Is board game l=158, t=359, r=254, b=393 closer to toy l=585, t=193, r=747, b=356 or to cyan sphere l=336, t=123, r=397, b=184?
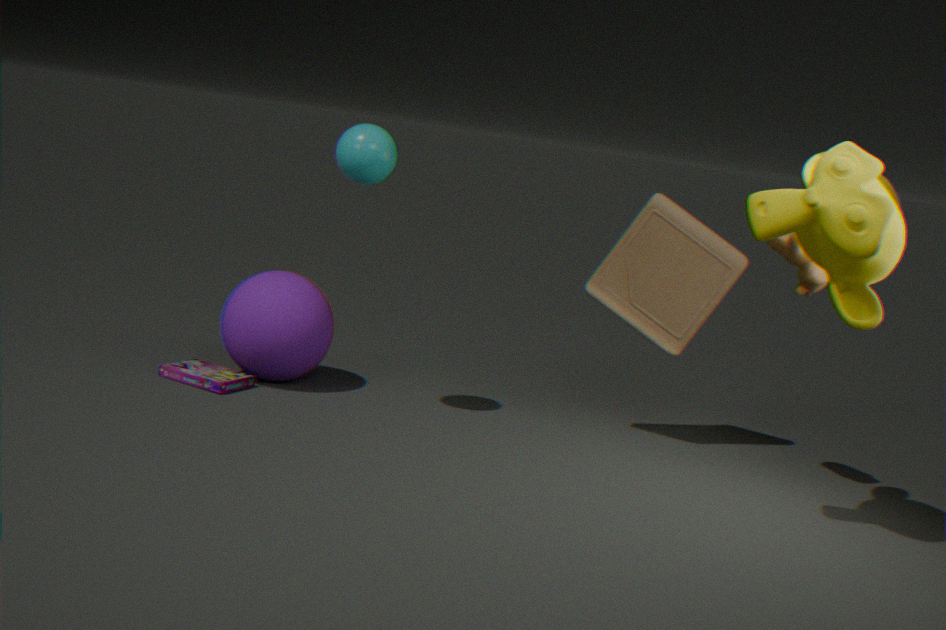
cyan sphere l=336, t=123, r=397, b=184
